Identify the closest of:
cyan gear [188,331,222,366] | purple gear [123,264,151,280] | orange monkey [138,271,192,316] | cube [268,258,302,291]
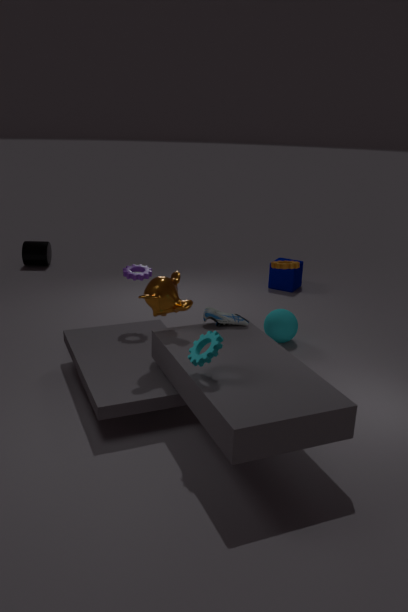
cyan gear [188,331,222,366]
